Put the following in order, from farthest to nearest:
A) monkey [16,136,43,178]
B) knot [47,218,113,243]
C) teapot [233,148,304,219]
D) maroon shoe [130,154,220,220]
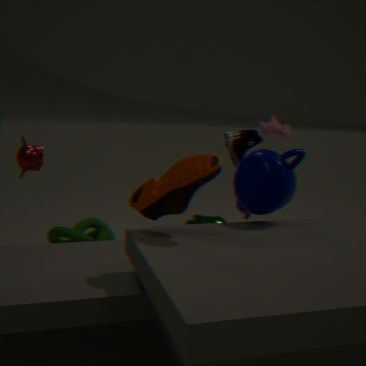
knot [47,218,113,243], monkey [16,136,43,178], teapot [233,148,304,219], maroon shoe [130,154,220,220]
